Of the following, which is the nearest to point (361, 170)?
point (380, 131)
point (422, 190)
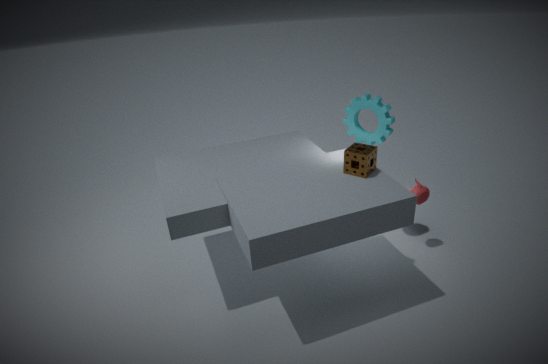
point (422, 190)
